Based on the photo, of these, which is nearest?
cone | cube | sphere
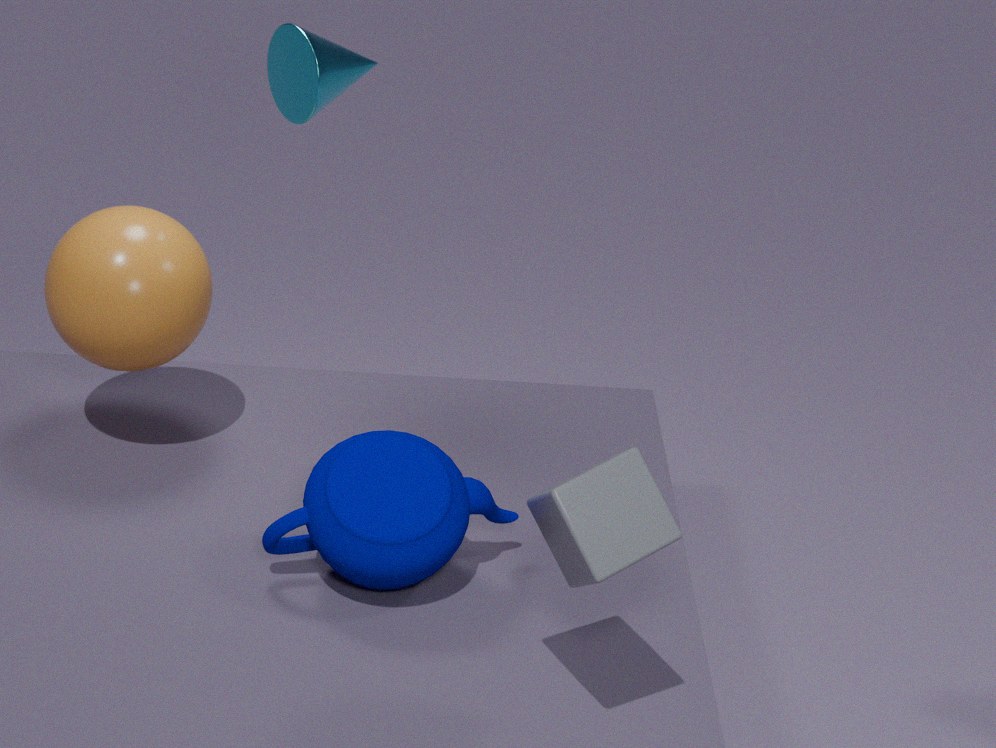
cube
